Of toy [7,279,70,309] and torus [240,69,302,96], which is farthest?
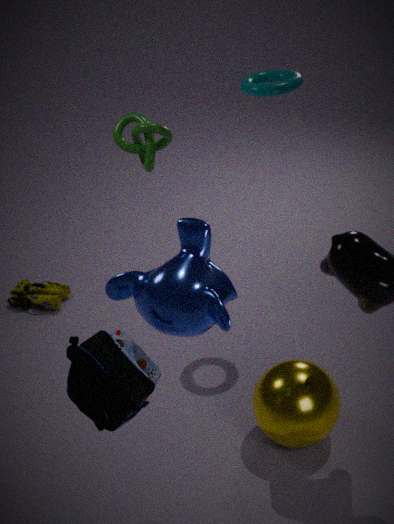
toy [7,279,70,309]
